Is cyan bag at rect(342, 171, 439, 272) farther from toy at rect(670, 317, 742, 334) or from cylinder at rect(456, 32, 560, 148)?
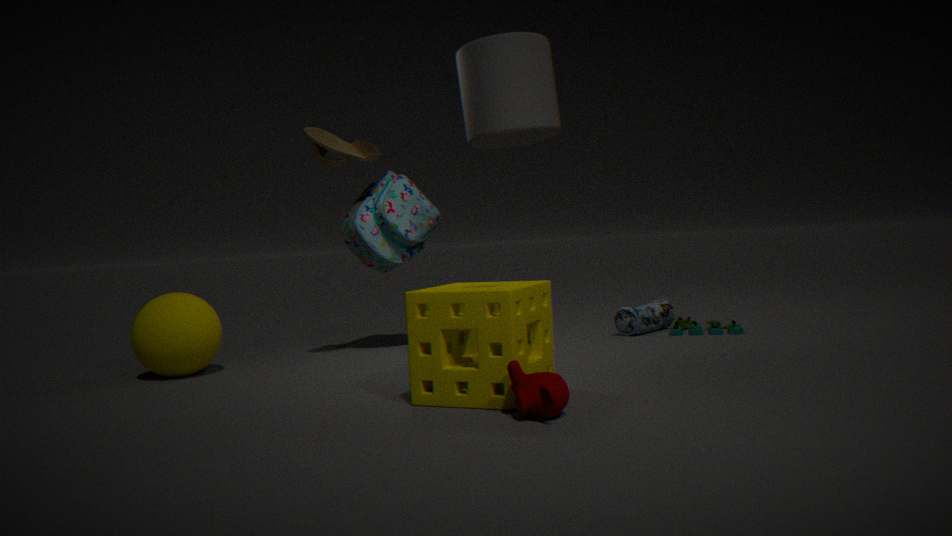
toy at rect(670, 317, 742, 334)
